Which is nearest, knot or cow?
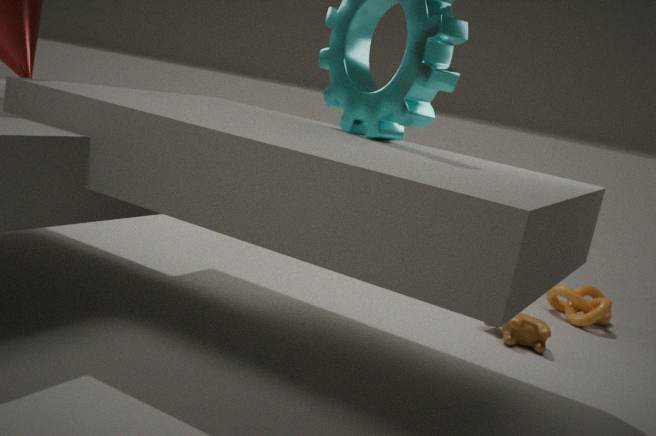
cow
